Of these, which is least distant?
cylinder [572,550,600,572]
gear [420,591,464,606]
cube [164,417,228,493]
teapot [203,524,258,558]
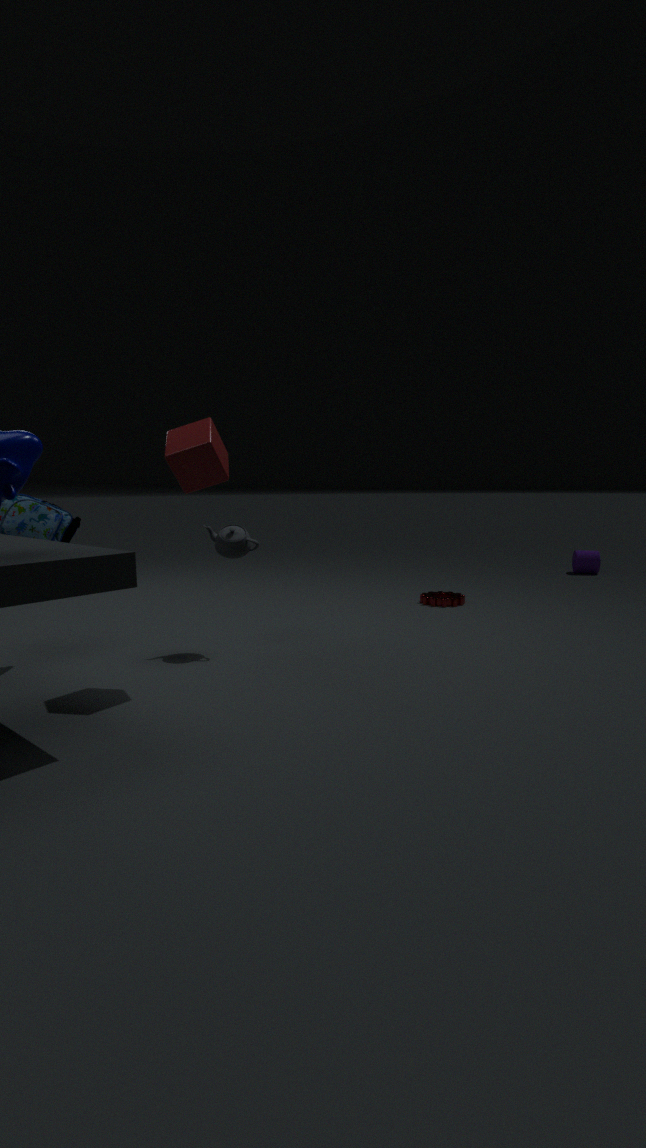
cube [164,417,228,493]
